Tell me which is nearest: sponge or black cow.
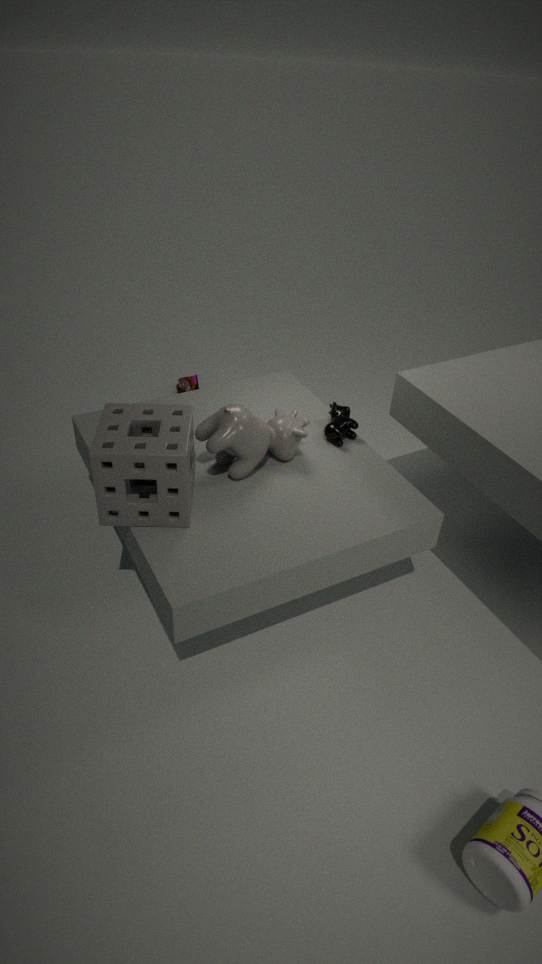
sponge
